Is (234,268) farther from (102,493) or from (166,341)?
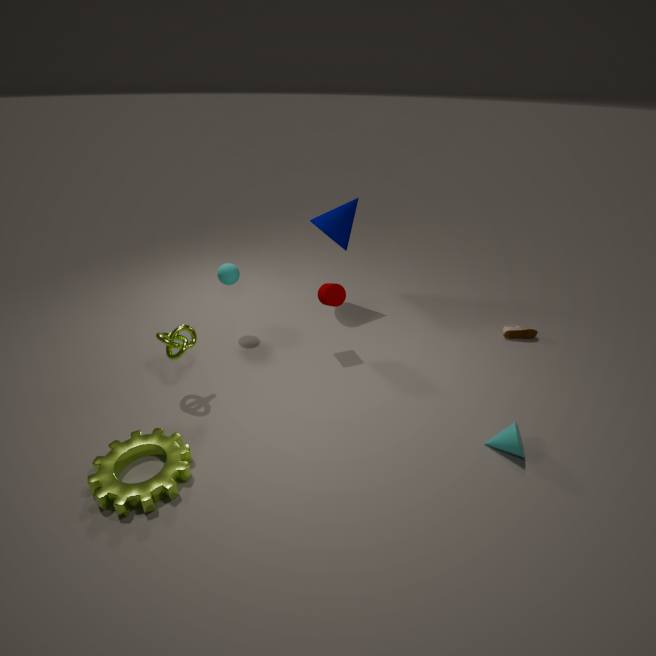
(102,493)
